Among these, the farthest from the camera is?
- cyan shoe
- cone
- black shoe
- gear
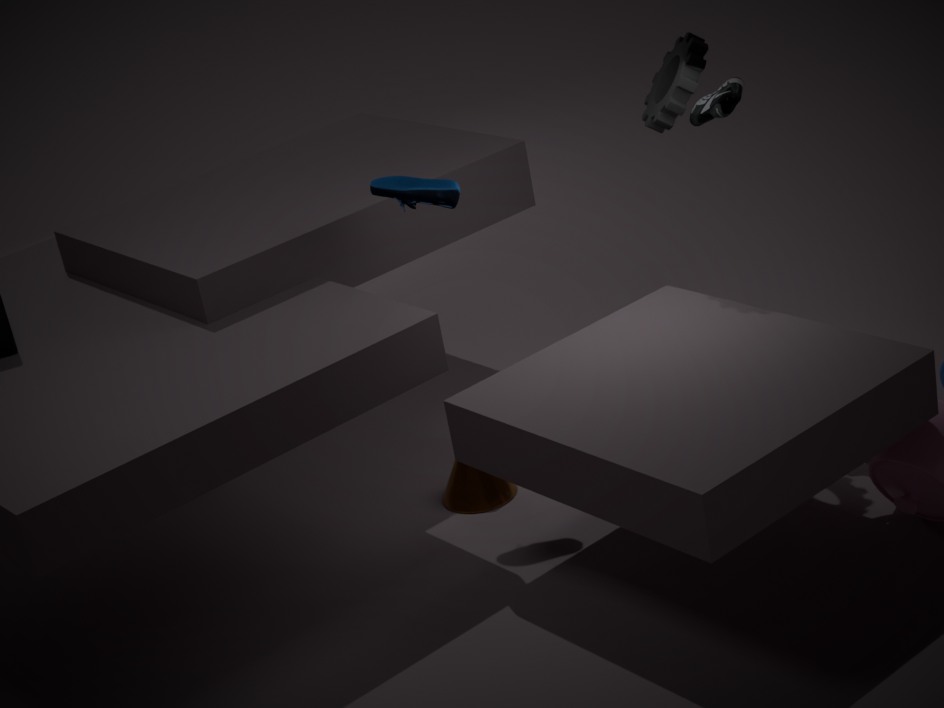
cone
